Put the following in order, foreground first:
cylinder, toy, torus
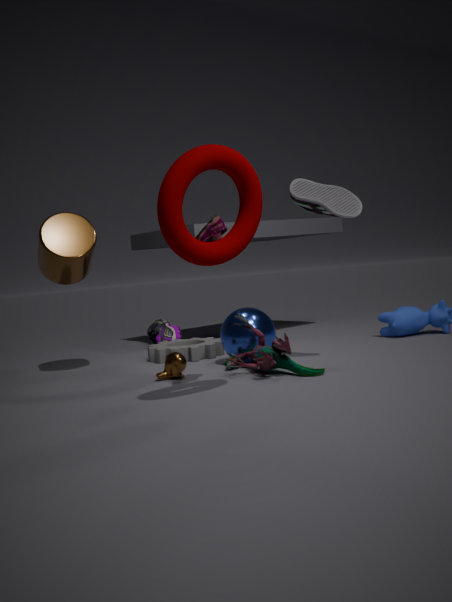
torus → toy → cylinder
